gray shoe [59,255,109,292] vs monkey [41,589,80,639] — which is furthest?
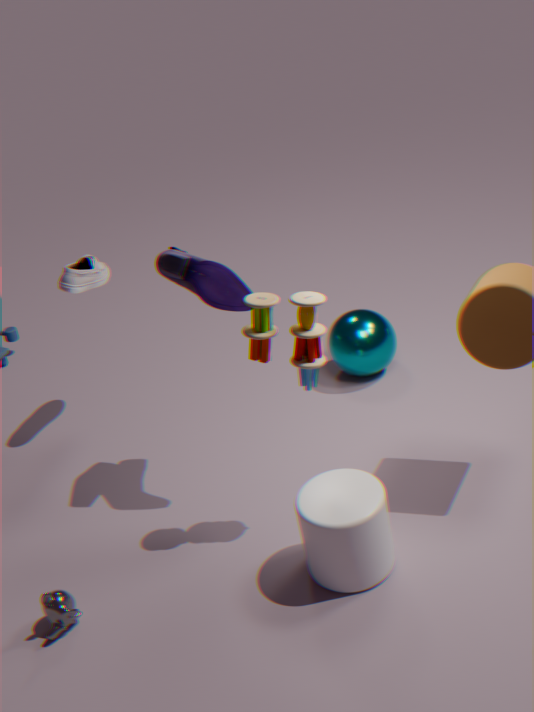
gray shoe [59,255,109,292]
